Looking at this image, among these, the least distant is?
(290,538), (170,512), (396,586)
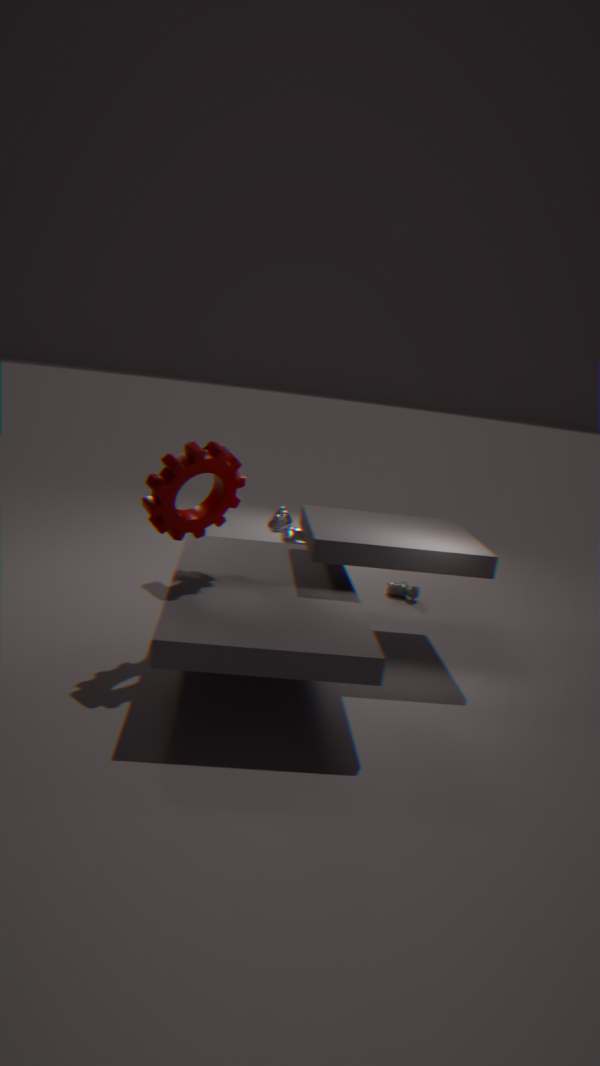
(170,512)
